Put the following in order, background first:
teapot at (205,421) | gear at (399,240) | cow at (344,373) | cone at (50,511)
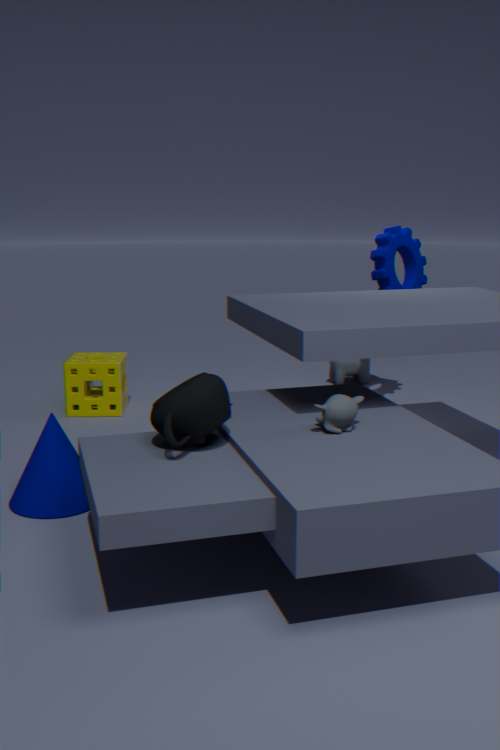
cow at (344,373)
gear at (399,240)
cone at (50,511)
teapot at (205,421)
